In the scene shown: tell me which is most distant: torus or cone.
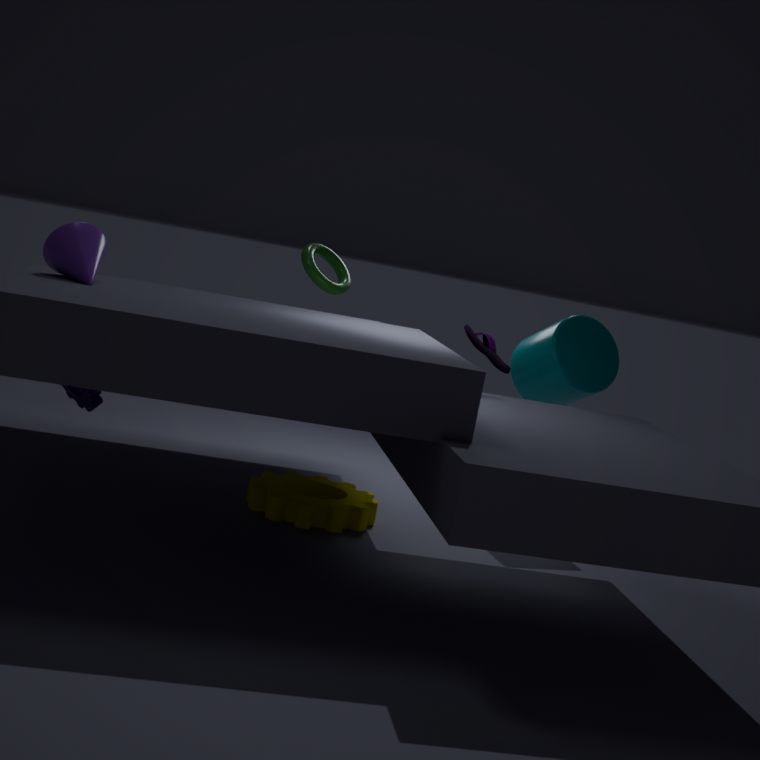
torus
